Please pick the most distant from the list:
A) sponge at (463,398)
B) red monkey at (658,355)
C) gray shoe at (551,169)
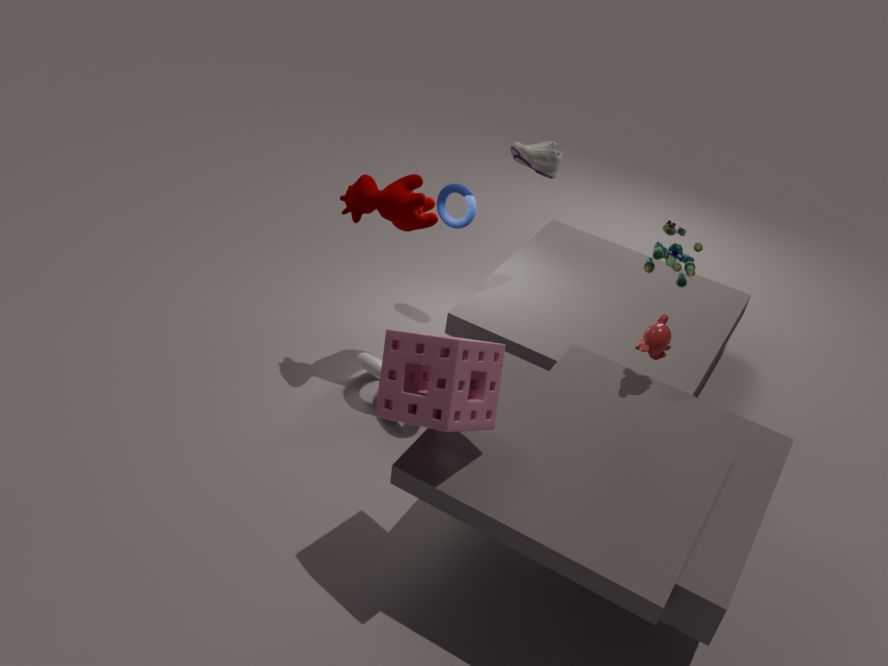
gray shoe at (551,169)
